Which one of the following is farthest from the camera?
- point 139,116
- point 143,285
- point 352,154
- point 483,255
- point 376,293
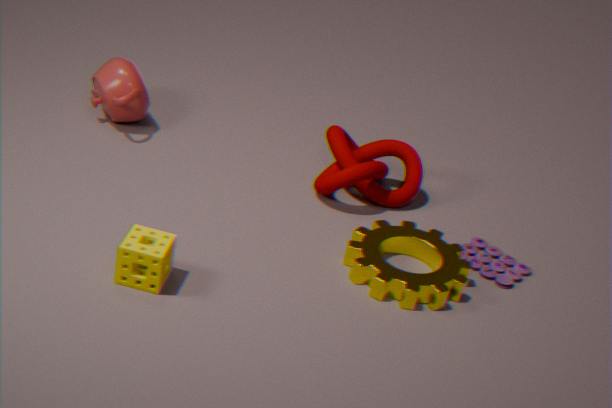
point 139,116
